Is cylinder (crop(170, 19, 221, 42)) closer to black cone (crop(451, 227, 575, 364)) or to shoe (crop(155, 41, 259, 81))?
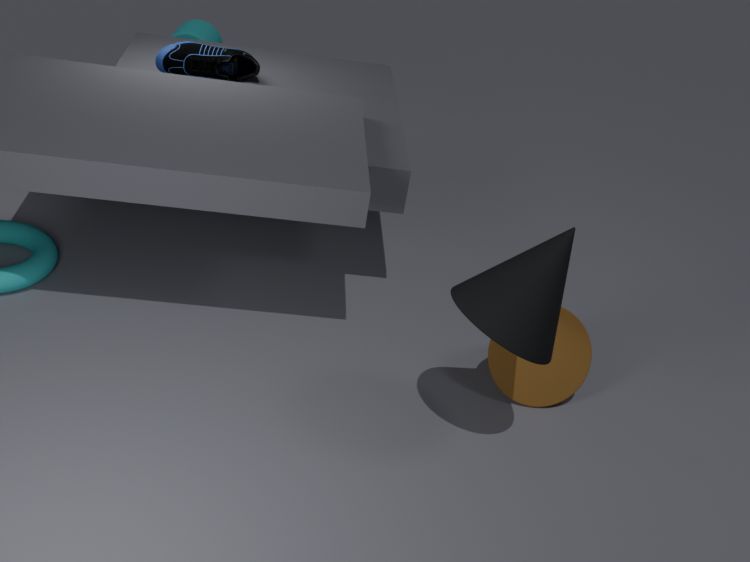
shoe (crop(155, 41, 259, 81))
